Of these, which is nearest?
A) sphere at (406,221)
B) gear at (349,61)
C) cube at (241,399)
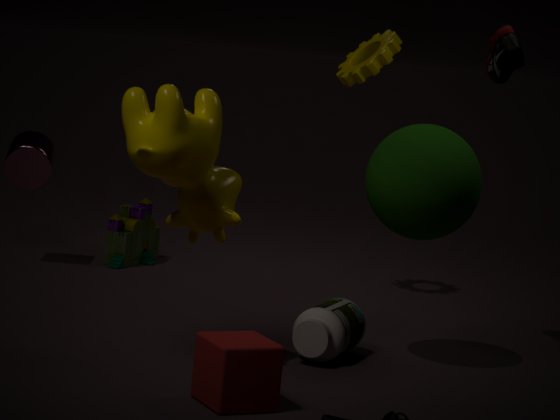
cube at (241,399)
